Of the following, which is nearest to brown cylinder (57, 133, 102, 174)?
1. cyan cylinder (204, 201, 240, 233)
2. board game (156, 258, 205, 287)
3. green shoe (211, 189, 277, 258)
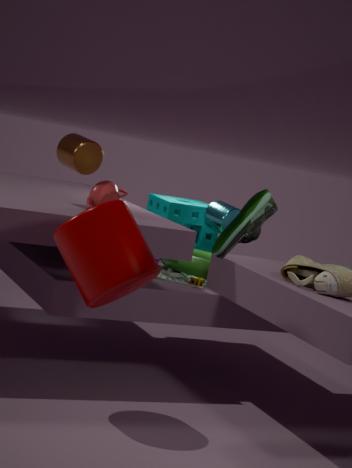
board game (156, 258, 205, 287)
